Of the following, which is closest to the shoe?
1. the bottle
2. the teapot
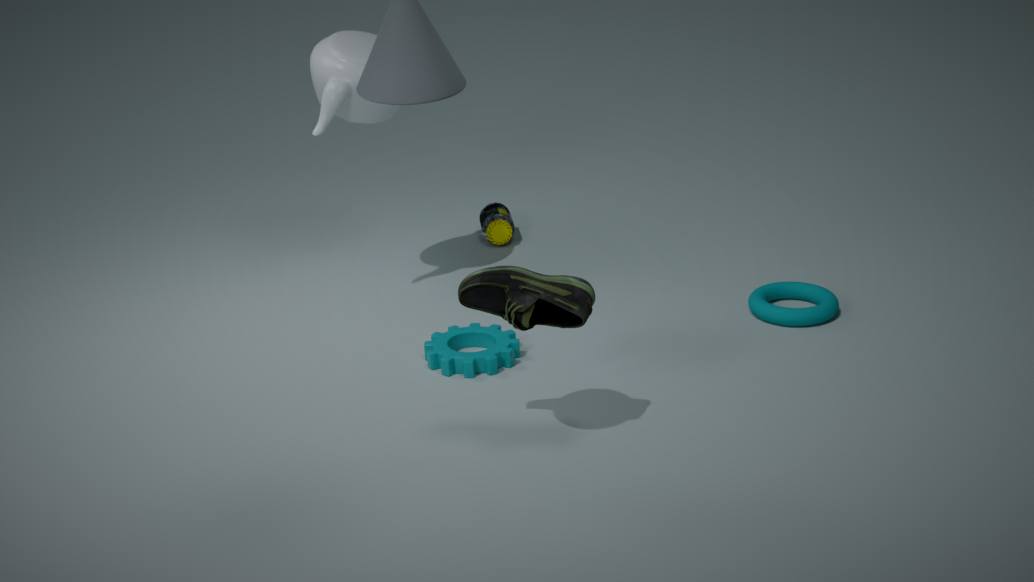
the teapot
